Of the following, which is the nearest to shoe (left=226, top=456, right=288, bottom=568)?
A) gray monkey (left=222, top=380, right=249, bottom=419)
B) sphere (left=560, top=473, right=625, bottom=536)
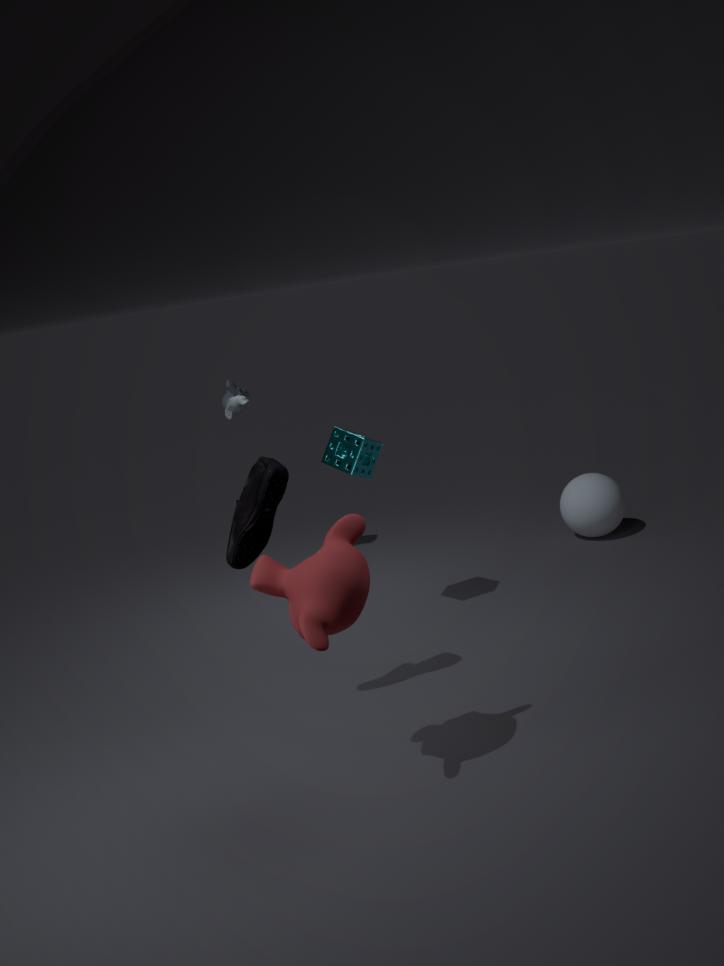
gray monkey (left=222, top=380, right=249, bottom=419)
